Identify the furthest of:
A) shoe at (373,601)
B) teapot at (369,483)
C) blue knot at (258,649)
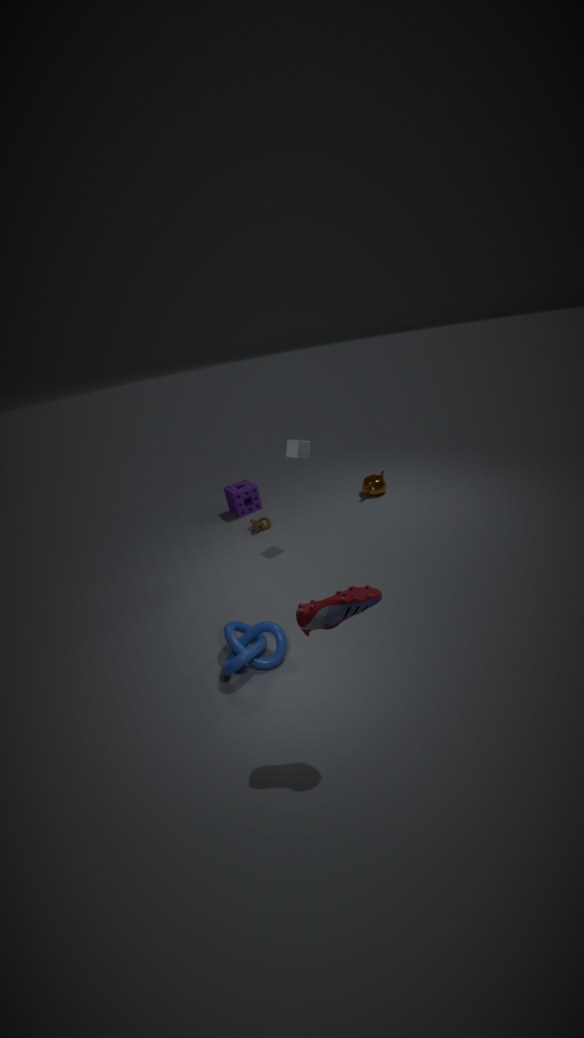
teapot at (369,483)
